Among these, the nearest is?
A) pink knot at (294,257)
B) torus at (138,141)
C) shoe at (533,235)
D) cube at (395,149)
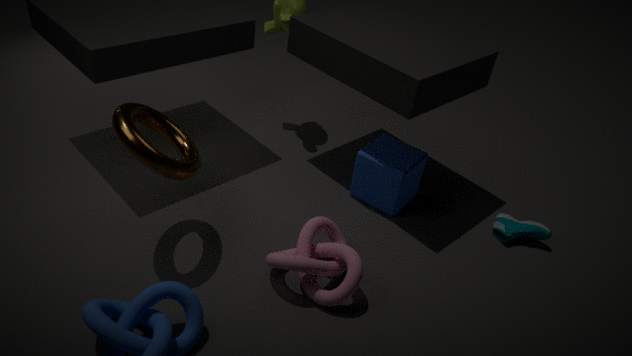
torus at (138,141)
